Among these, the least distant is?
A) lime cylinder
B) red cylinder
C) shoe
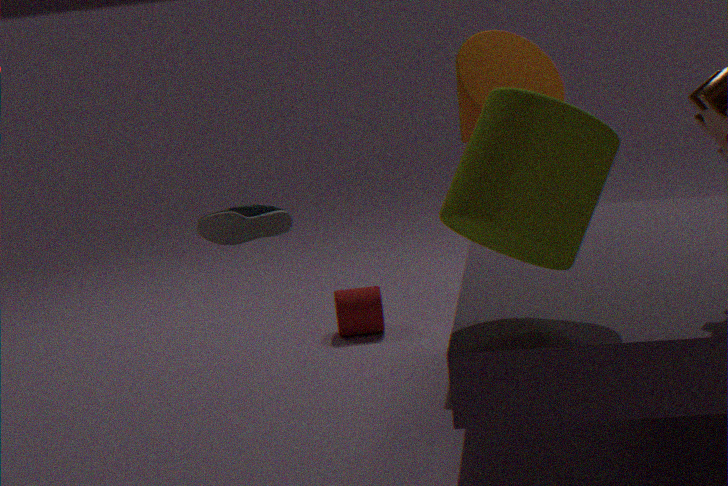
lime cylinder
